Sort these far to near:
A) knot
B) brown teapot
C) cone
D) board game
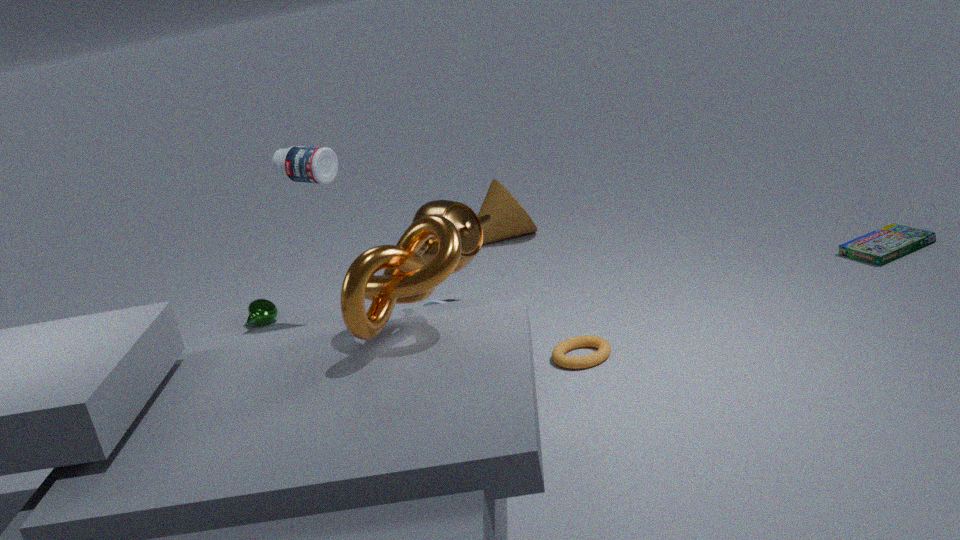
cone
board game
brown teapot
knot
